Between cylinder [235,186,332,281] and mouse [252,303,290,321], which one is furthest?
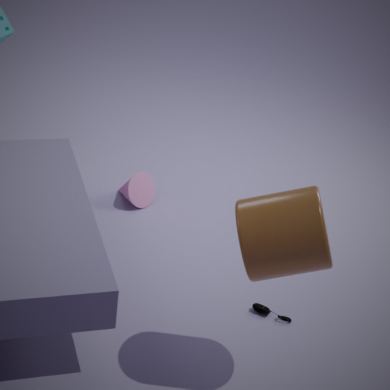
mouse [252,303,290,321]
